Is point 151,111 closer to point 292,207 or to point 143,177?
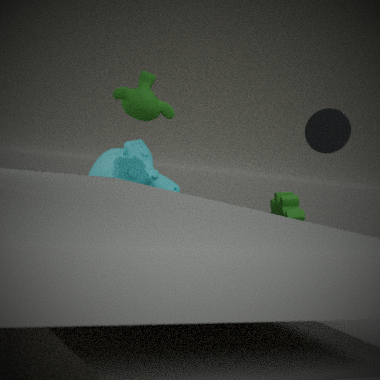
point 143,177
